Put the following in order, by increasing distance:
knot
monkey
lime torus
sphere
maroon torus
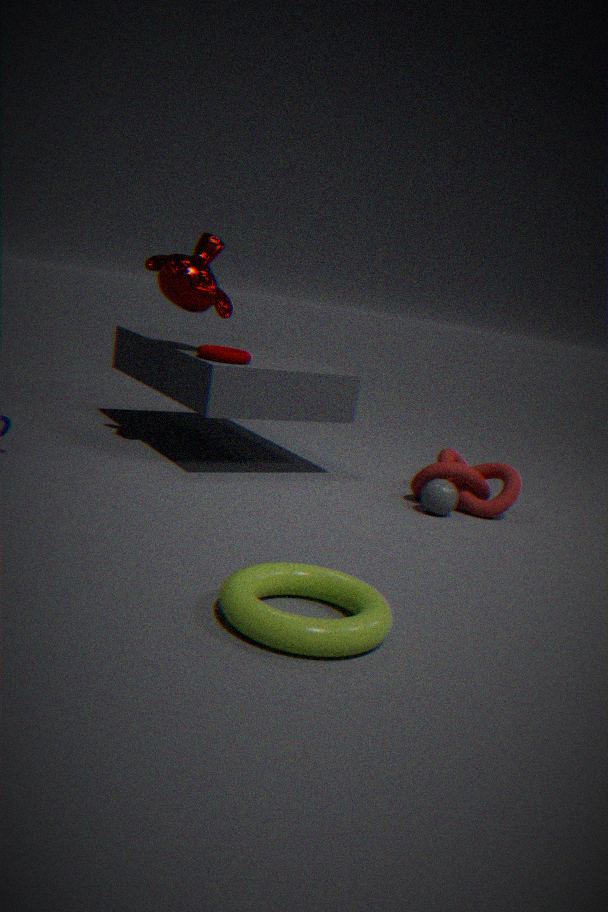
lime torus, maroon torus, sphere, monkey, knot
